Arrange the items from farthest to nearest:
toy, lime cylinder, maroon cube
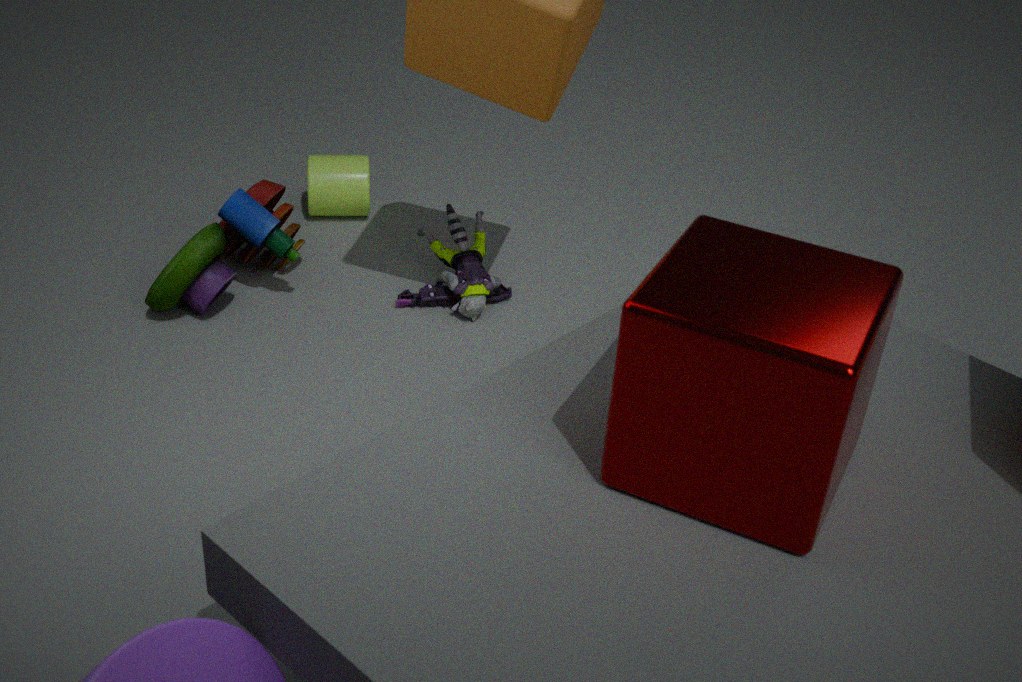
1. lime cylinder
2. toy
3. maroon cube
